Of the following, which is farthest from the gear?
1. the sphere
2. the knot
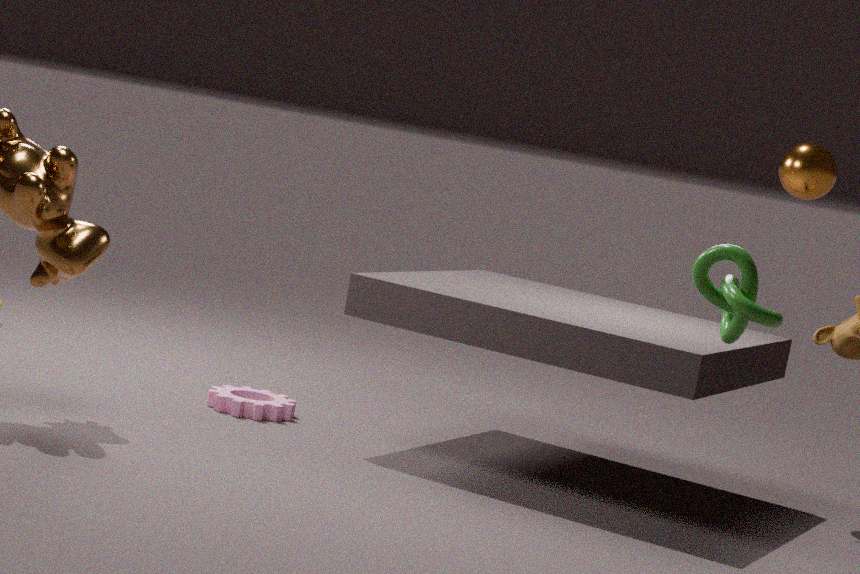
the sphere
